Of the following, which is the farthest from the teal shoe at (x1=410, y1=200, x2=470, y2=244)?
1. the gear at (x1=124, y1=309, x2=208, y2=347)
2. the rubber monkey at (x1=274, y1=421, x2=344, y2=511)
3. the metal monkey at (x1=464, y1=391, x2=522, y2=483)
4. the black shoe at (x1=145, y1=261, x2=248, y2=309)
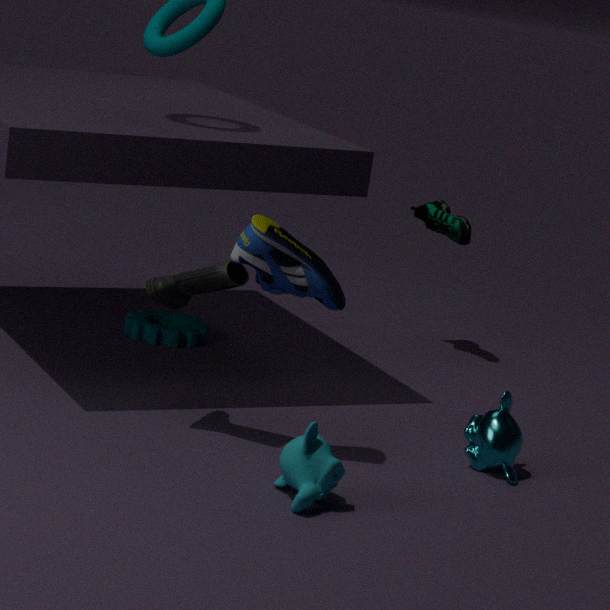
the rubber monkey at (x1=274, y1=421, x2=344, y2=511)
